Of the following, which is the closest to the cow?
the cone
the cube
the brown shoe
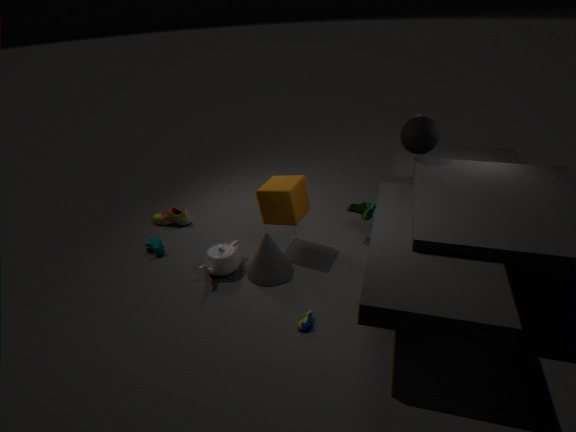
the brown shoe
